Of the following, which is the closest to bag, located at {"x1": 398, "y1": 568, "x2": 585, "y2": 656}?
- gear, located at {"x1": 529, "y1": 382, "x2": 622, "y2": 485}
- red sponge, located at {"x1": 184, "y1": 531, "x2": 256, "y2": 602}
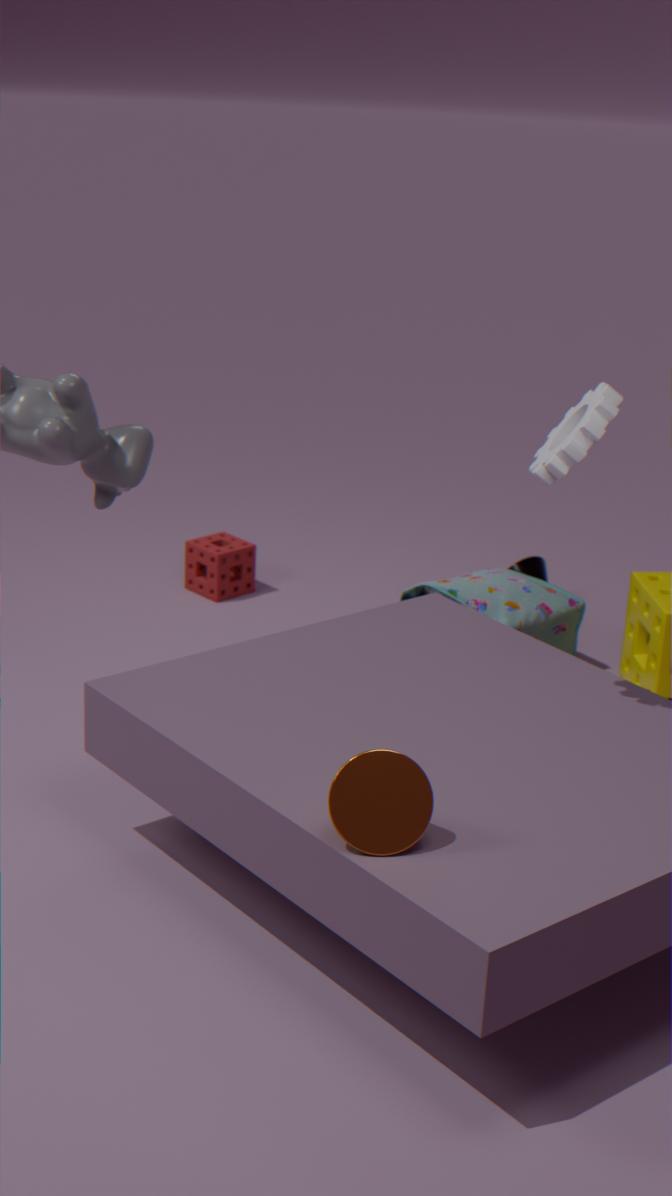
red sponge, located at {"x1": 184, "y1": 531, "x2": 256, "y2": 602}
